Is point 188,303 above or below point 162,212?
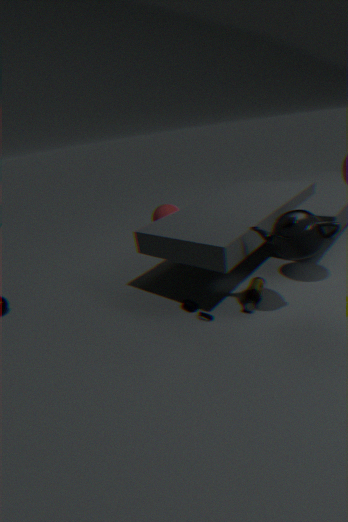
below
